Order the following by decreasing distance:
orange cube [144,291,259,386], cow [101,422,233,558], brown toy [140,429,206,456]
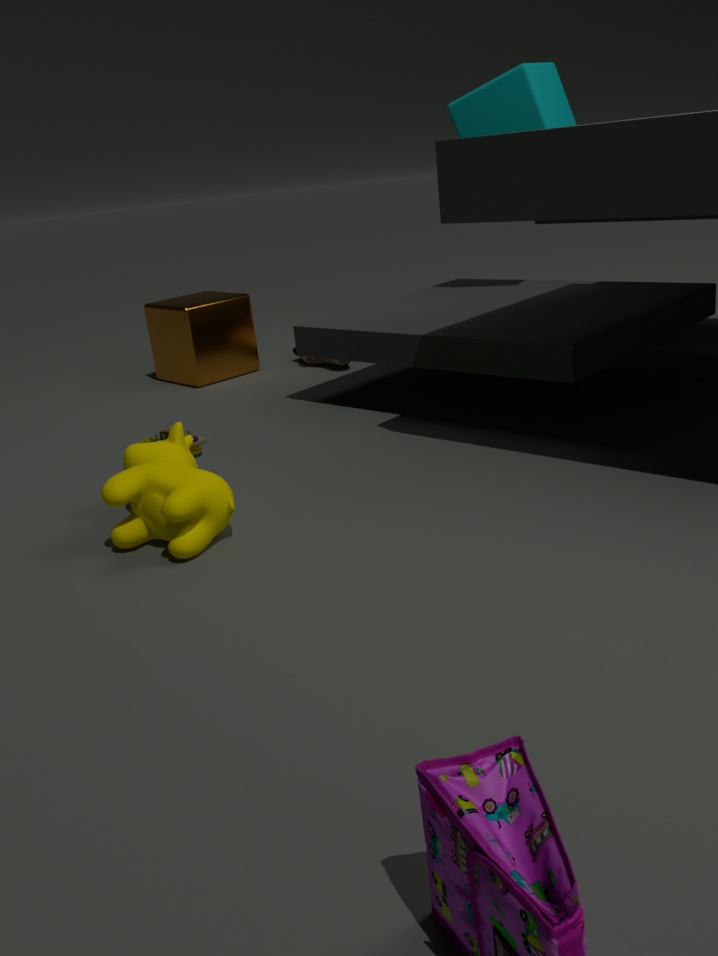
orange cube [144,291,259,386] → brown toy [140,429,206,456] → cow [101,422,233,558]
